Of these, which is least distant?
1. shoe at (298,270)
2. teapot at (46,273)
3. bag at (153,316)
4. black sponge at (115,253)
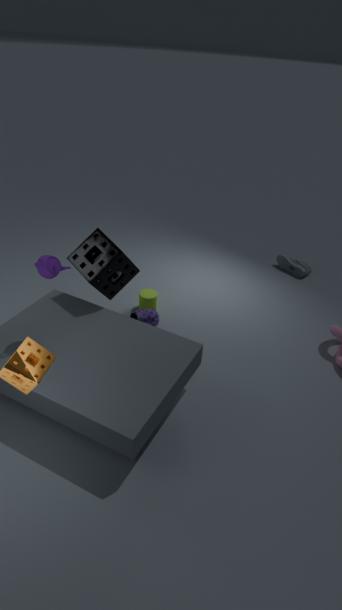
teapot at (46,273)
